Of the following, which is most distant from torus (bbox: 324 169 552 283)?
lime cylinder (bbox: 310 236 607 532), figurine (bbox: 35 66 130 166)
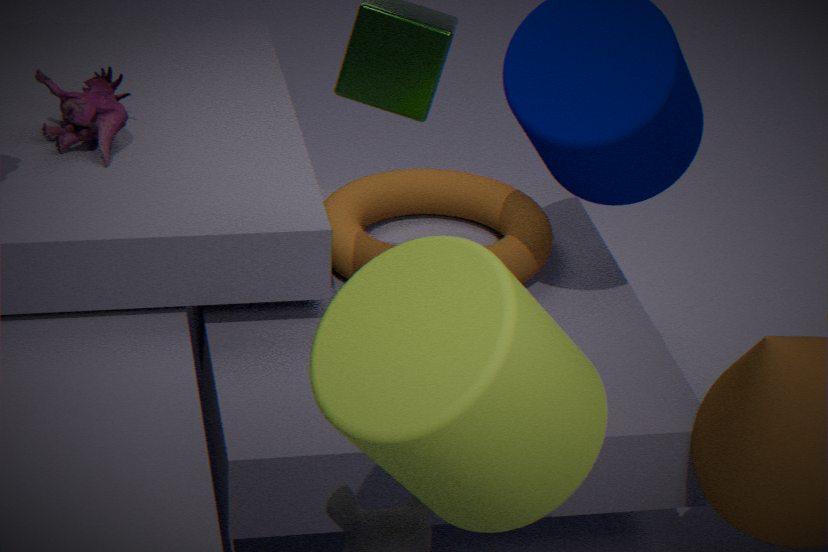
lime cylinder (bbox: 310 236 607 532)
